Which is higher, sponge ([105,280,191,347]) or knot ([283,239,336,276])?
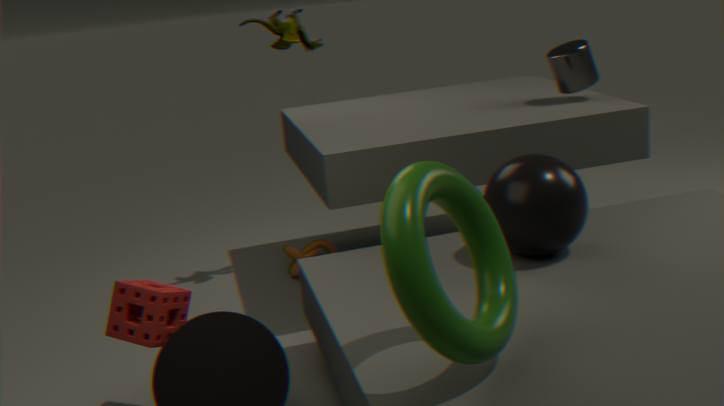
sponge ([105,280,191,347])
